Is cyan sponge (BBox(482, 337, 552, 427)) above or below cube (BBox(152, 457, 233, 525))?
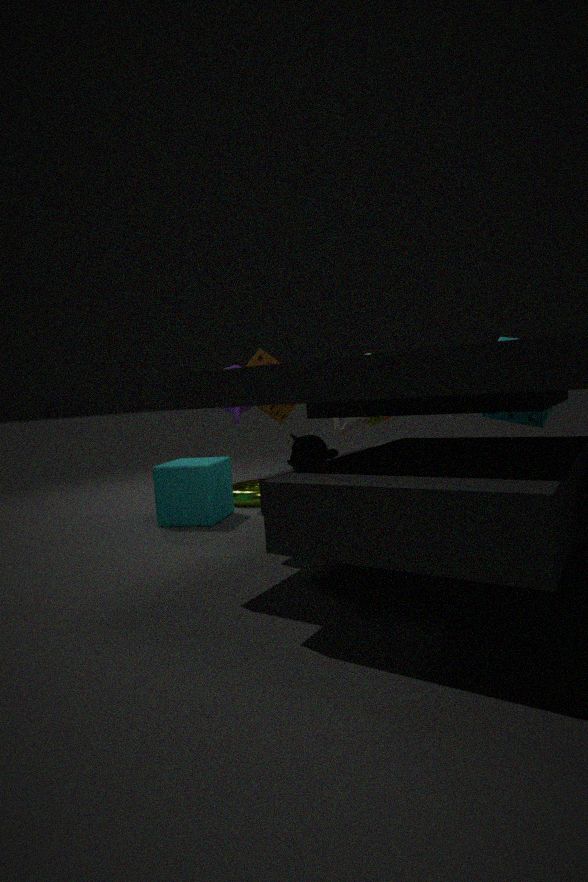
above
